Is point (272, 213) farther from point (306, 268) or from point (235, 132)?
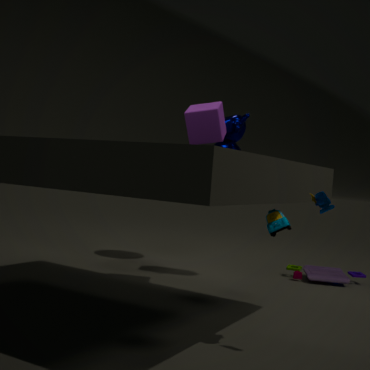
point (306, 268)
